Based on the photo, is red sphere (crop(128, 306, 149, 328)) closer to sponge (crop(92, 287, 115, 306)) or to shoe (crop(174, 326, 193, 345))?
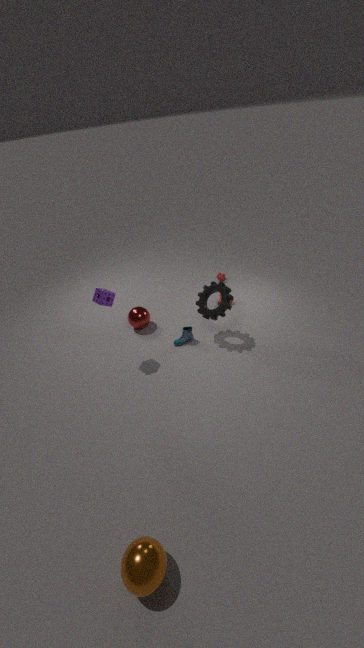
shoe (crop(174, 326, 193, 345))
